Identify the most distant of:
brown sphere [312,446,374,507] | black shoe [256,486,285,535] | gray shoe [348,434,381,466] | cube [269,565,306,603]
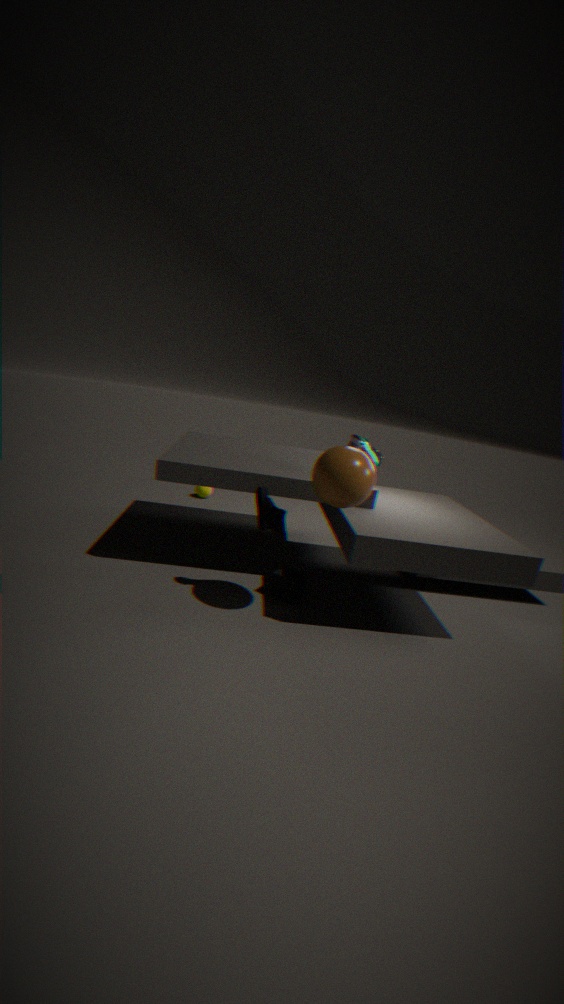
gray shoe [348,434,381,466]
